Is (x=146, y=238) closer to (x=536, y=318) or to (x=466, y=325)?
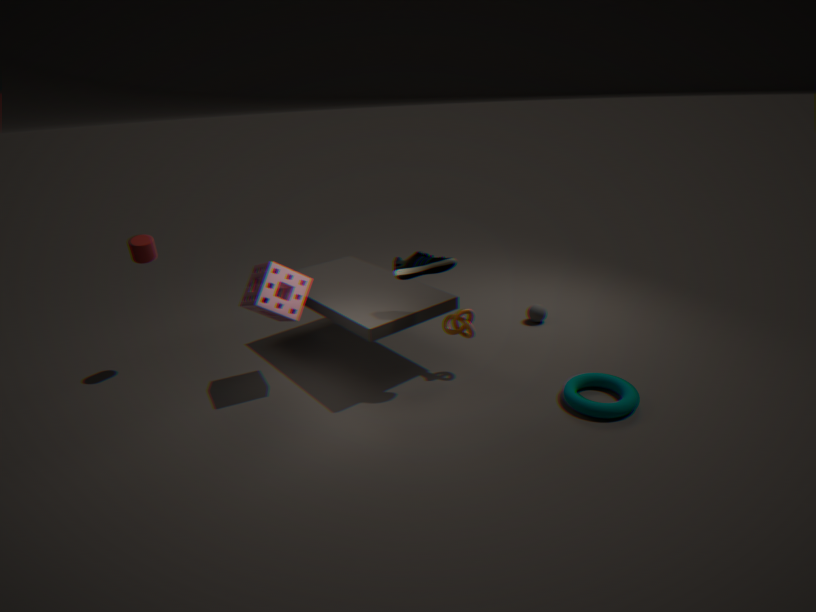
(x=466, y=325)
